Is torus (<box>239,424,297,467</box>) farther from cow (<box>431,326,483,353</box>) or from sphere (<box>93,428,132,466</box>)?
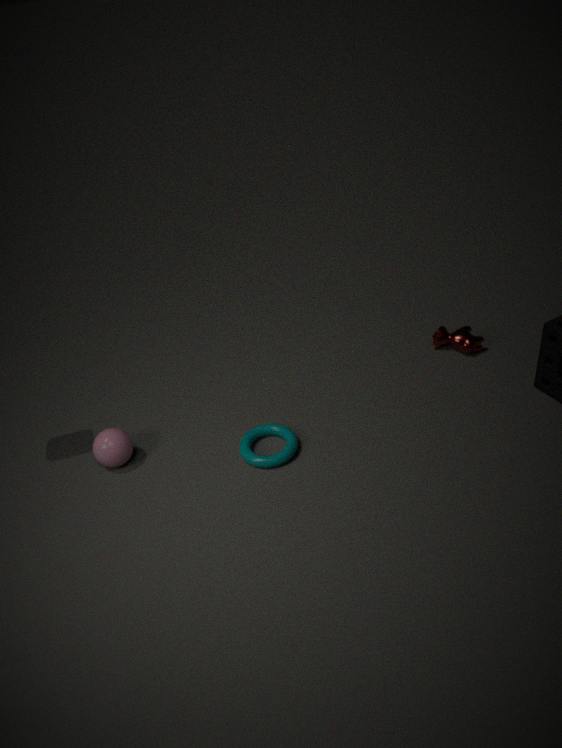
cow (<box>431,326,483,353</box>)
